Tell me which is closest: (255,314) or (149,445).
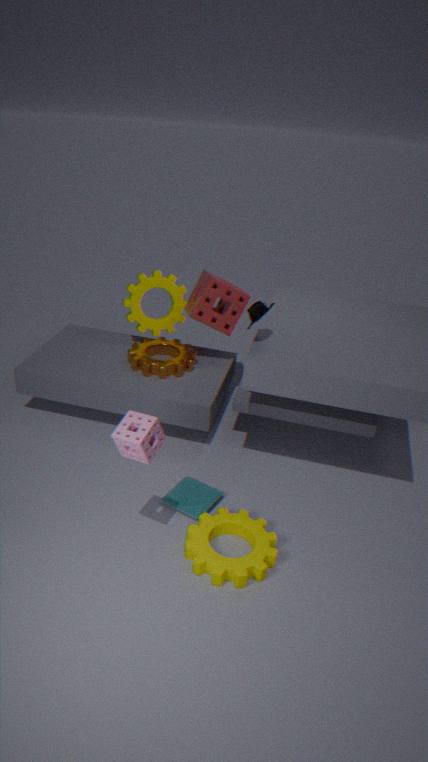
(149,445)
